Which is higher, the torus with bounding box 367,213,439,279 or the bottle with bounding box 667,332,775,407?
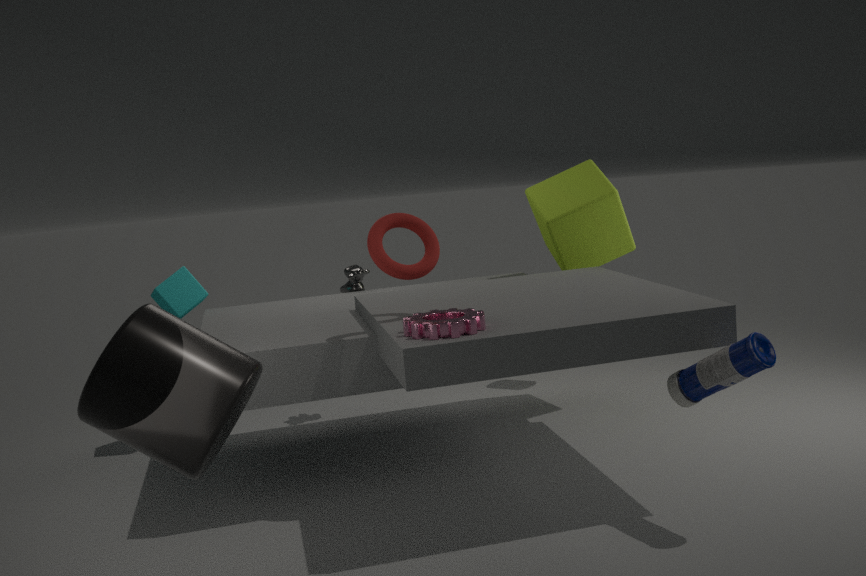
the torus with bounding box 367,213,439,279
